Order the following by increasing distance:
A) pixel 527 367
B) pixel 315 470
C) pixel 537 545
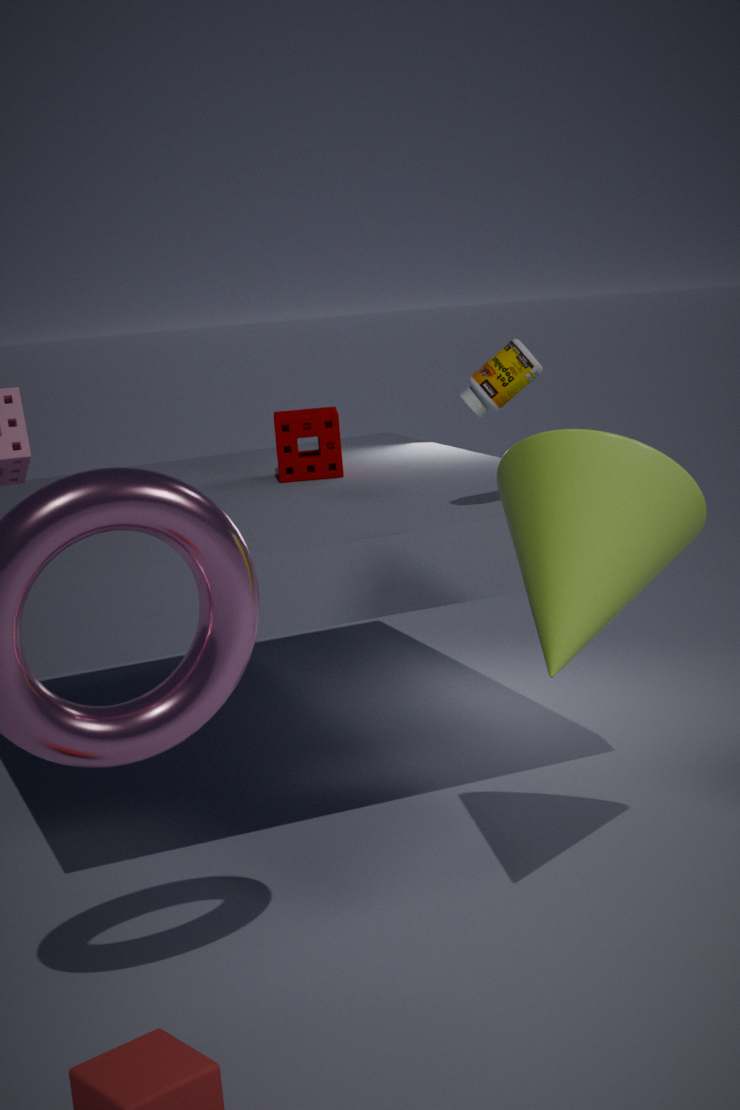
pixel 537 545 → pixel 527 367 → pixel 315 470
